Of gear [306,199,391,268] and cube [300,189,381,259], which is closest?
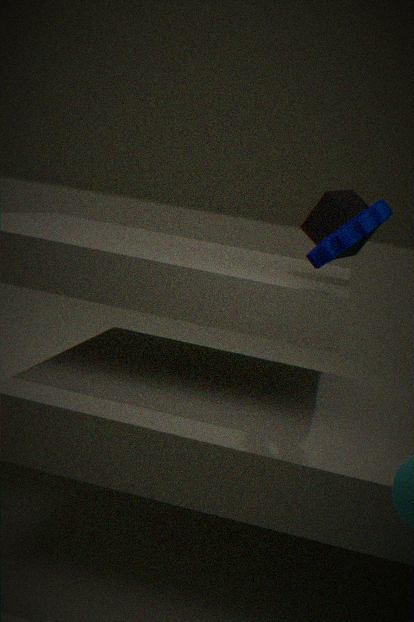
gear [306,199,391,268]
